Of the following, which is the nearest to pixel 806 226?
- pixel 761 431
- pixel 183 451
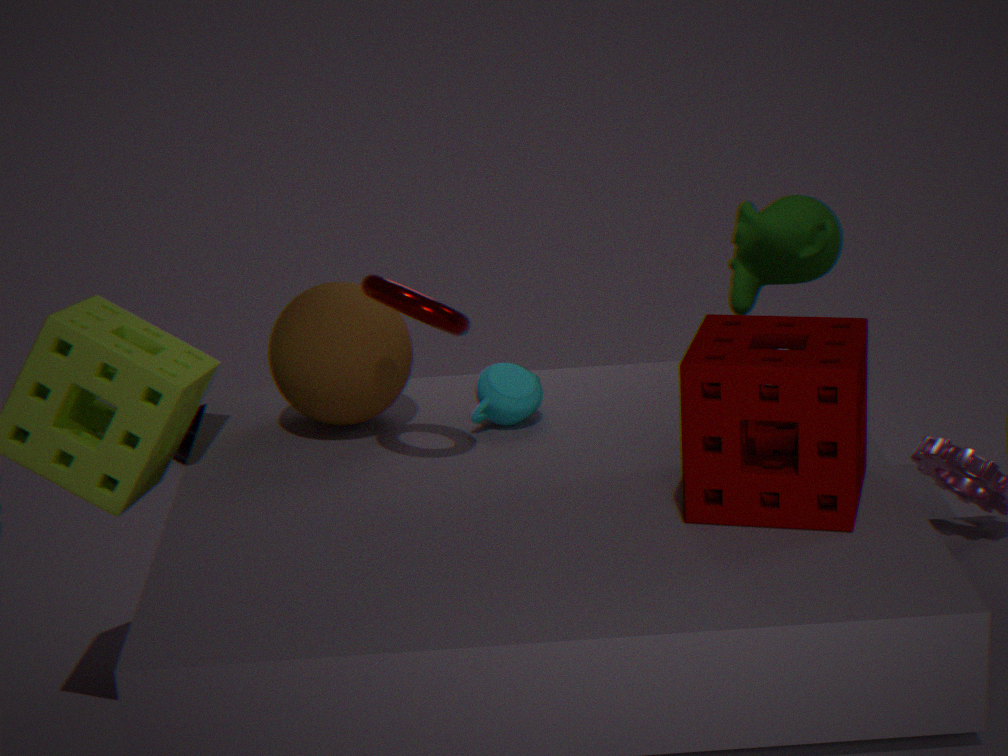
pixel 761 431
